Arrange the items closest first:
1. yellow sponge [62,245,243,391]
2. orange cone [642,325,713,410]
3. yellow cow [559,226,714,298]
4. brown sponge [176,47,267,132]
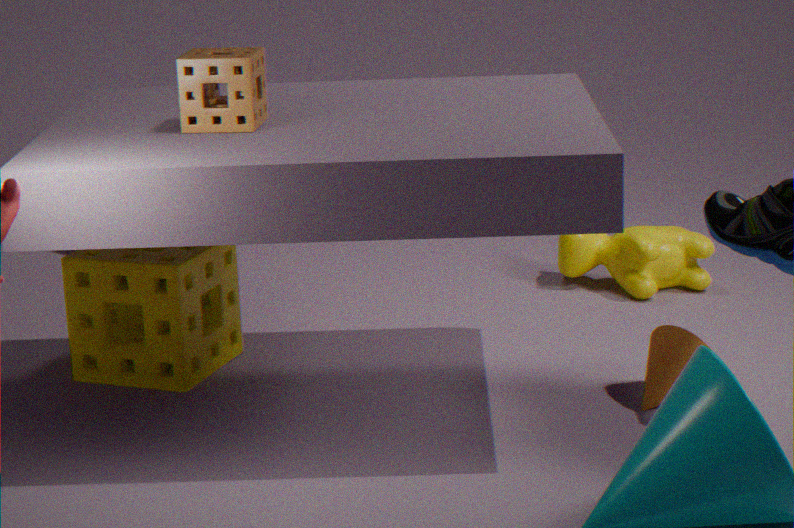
Result: brown sponge [176,47,267,132]
orange cone [642,325,713,410]
yellow sponge [62,245,243,391]
yellow cow [559,226,714,298]
